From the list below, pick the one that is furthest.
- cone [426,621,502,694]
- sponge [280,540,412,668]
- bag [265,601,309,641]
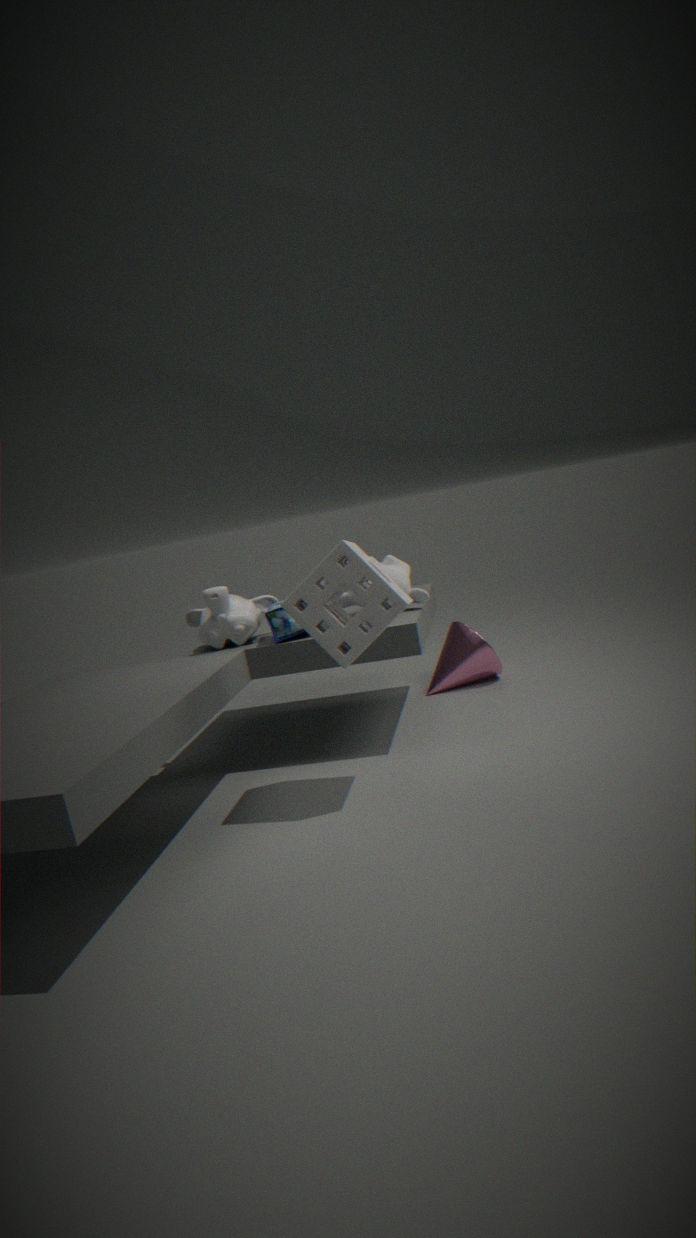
cone [426,621,502,694]
